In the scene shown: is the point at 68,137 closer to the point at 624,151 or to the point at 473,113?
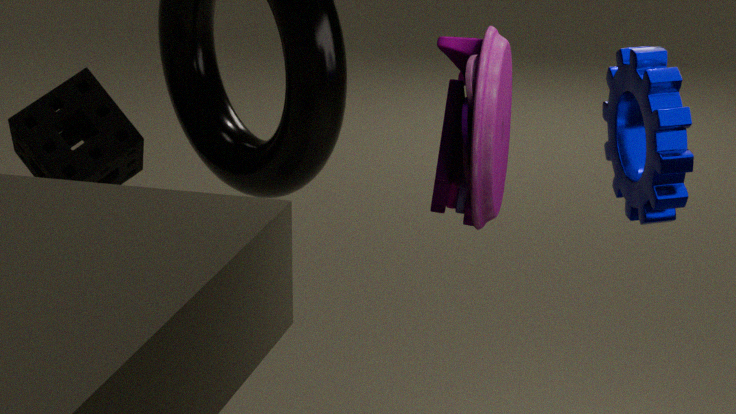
the point at 473,113
